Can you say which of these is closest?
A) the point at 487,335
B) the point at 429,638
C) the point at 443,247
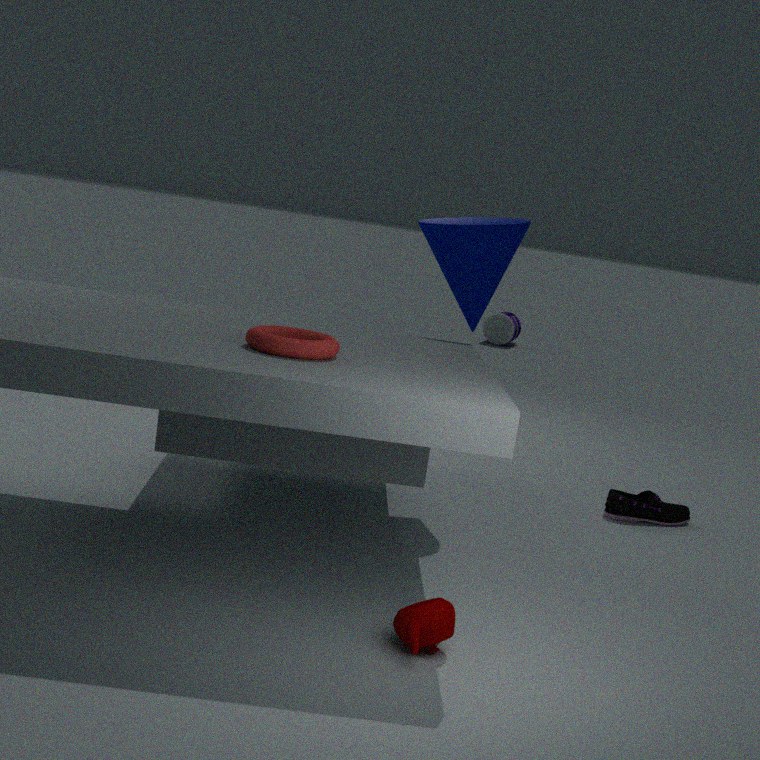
the point at 429,638
